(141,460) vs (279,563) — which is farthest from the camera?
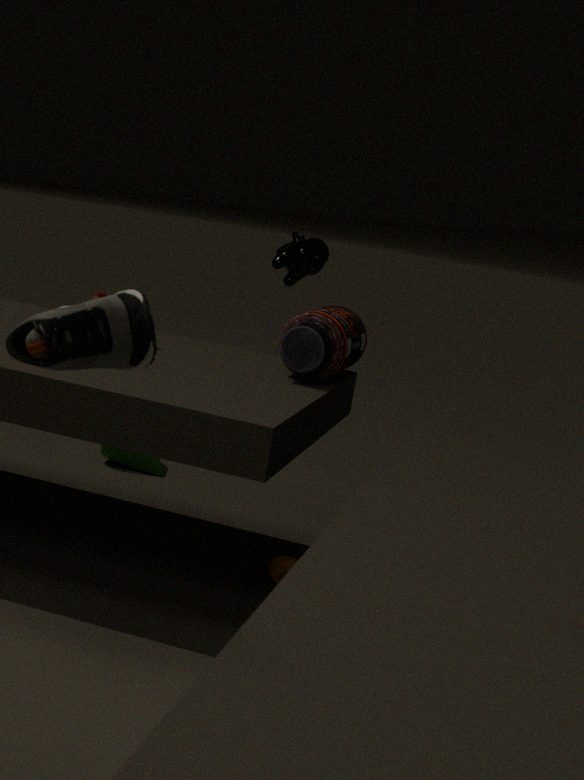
(141,460)
